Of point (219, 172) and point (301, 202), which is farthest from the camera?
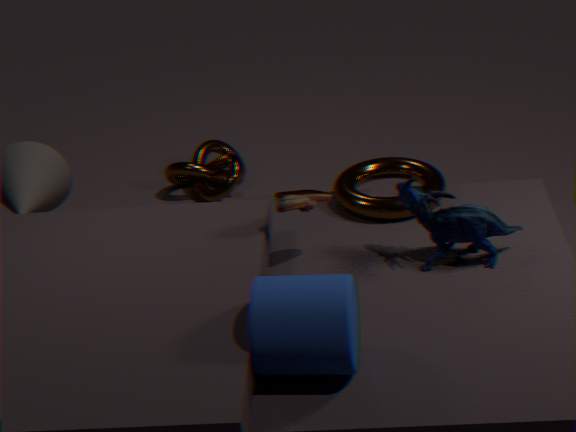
point (219, 172)
